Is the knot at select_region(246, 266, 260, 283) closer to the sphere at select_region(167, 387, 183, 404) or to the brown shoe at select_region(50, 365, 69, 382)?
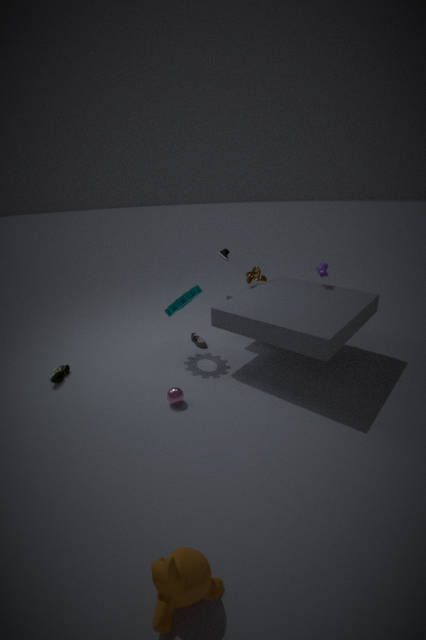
the sphere at select_region(167, 387, 183, 404)
